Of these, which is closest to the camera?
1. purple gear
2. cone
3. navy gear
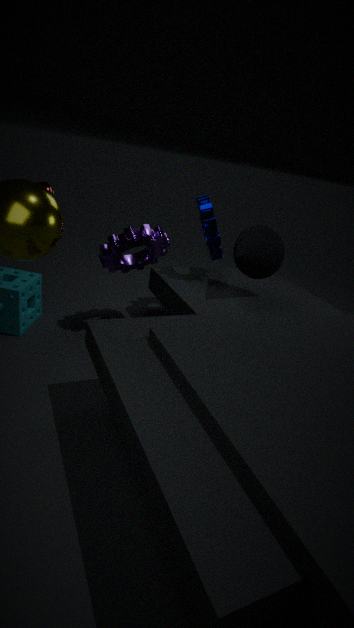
purple gear
